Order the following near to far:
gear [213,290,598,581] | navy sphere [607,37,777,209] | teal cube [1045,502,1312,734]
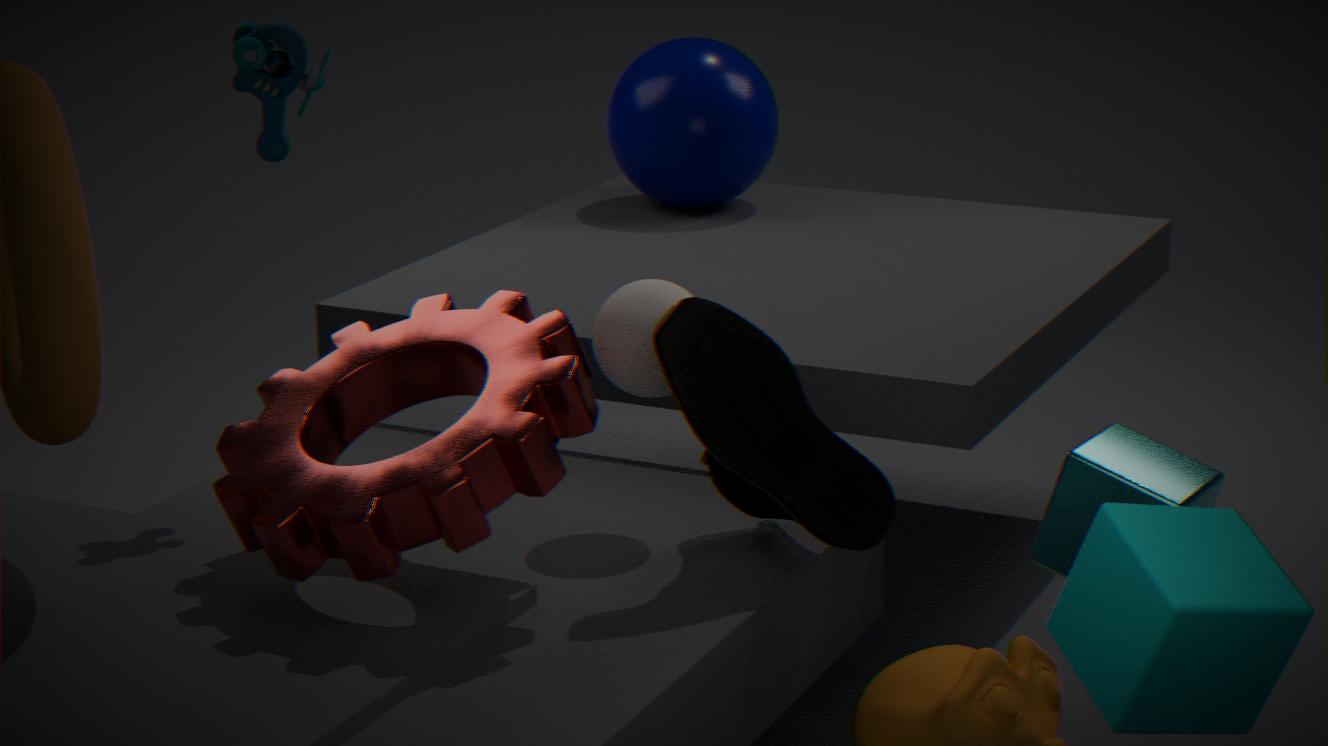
1. teal cube [1045,502,1312,734]
2. gear [213,290,598,581]
3. navy sphere [607,37,777,209]
